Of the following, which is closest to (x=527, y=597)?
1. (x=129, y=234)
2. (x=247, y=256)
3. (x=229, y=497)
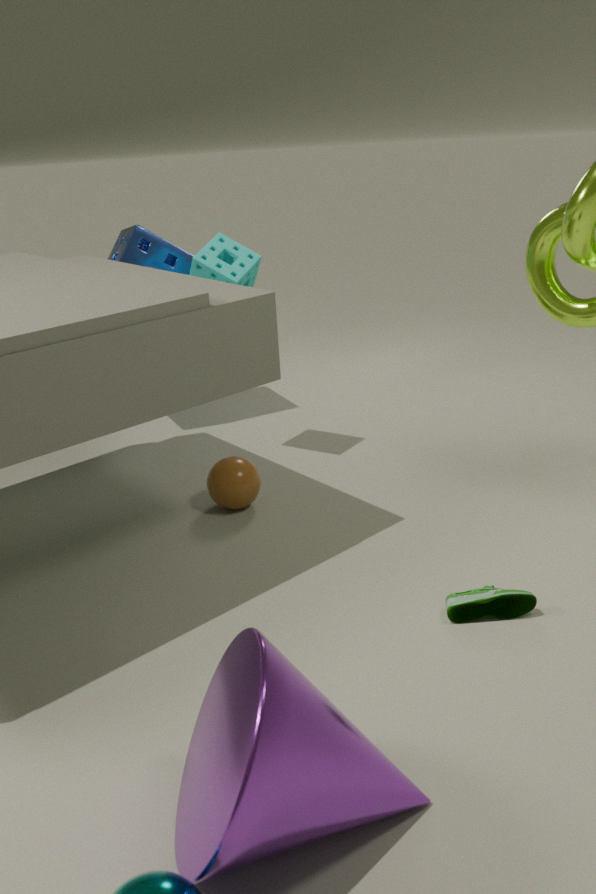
(x=229, y=497)
